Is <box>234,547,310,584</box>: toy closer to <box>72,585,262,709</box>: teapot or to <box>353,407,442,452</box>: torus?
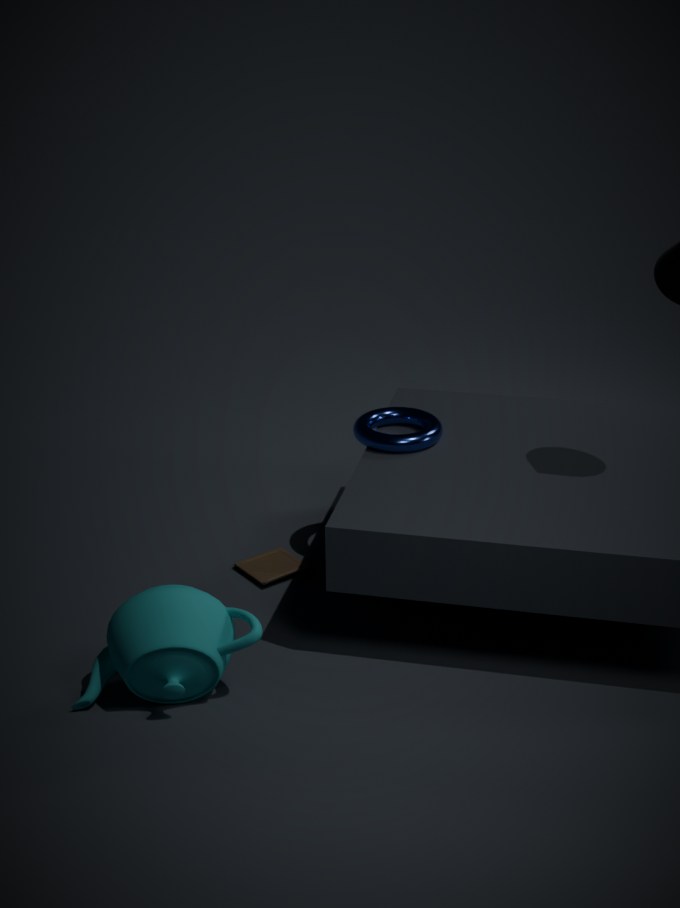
<box>353,407,442,452</box>: torus
